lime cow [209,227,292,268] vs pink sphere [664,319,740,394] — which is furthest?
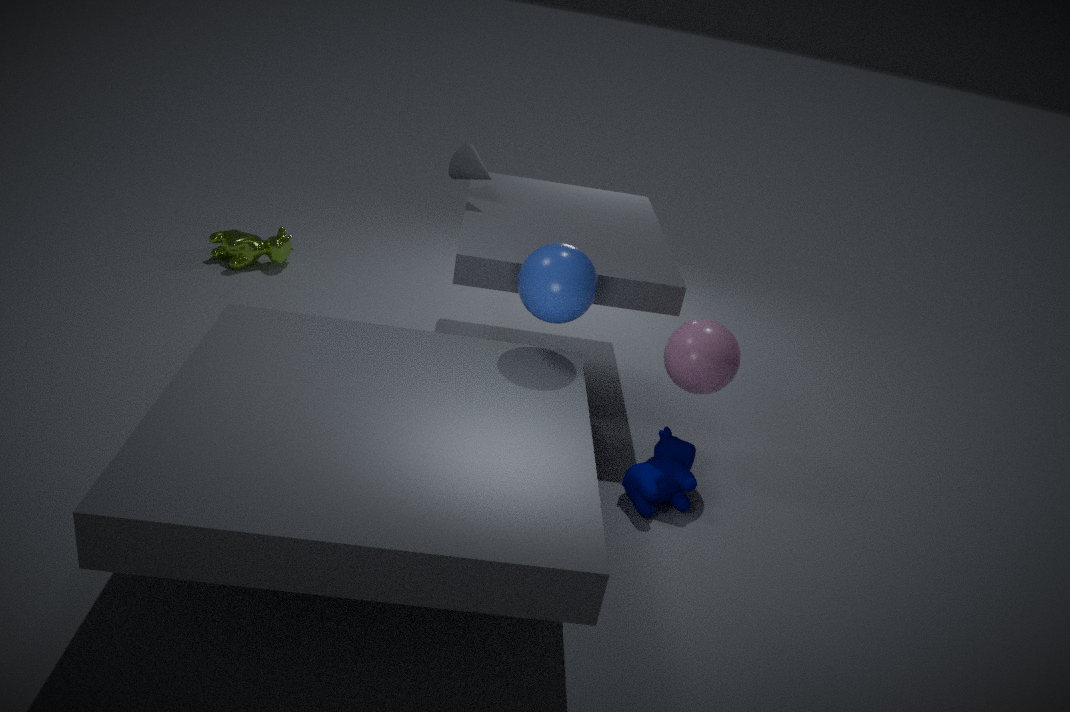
lime cow [209,227,292,268]
